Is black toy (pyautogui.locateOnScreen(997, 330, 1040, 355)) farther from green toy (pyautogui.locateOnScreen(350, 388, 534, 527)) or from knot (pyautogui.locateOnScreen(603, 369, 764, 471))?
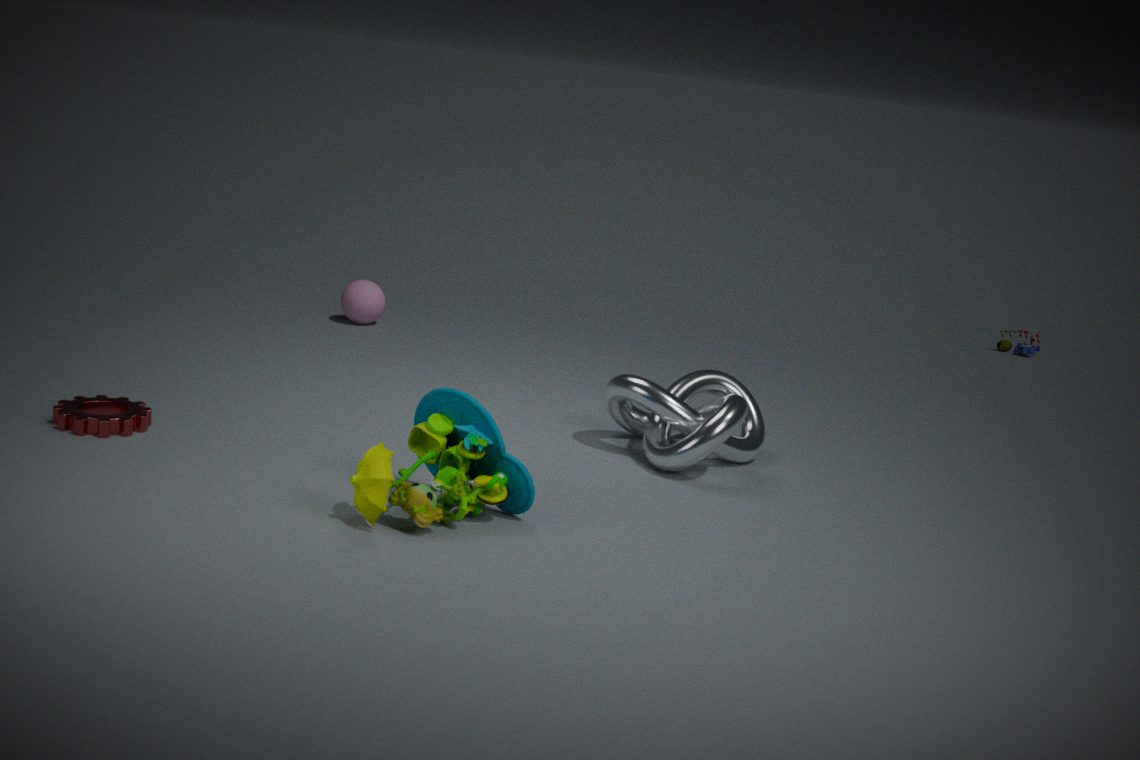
green toy (pyautogui.locateOnScreen(350, 388, 534, 527))
